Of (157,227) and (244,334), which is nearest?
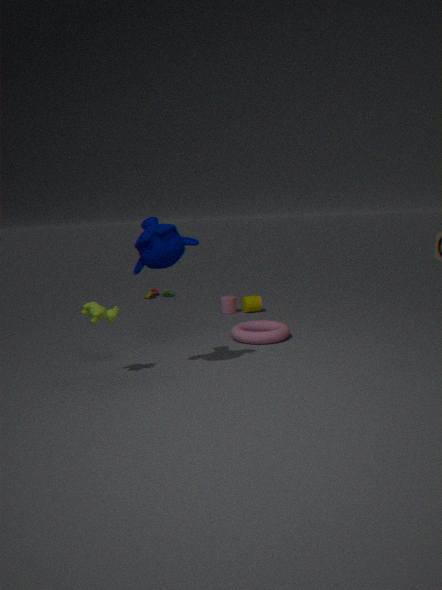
(157,227)
